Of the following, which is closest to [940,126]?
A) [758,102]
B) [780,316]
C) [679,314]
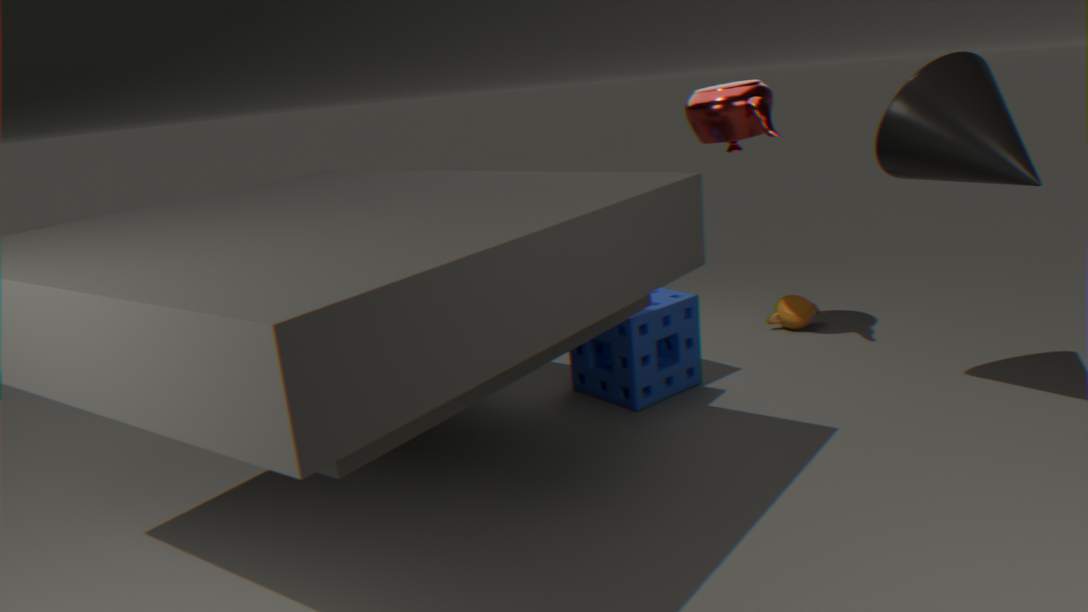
[758,102]
